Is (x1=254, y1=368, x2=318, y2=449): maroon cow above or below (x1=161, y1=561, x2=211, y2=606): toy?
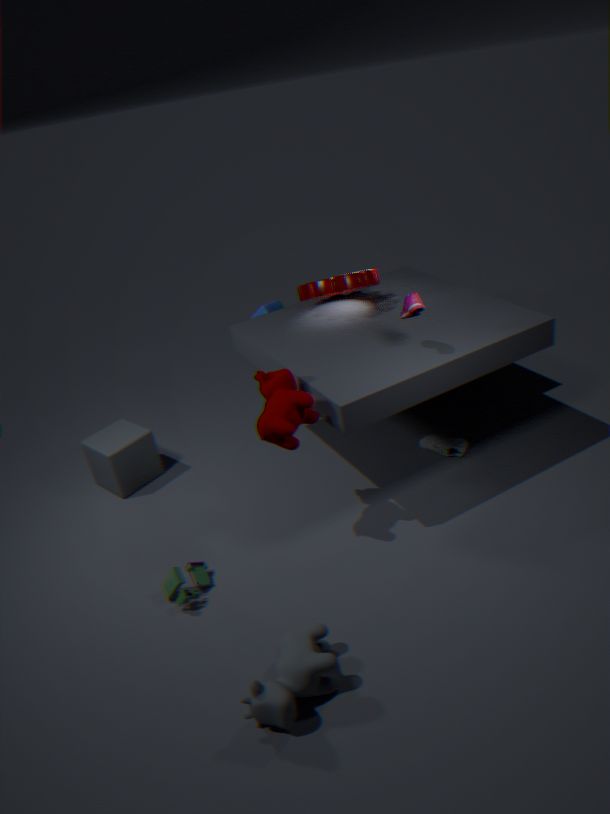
above
